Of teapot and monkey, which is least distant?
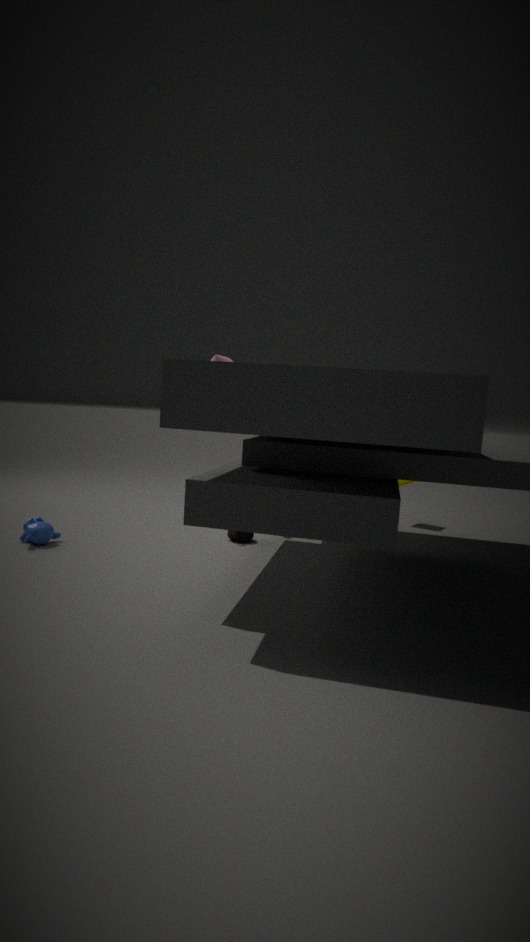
monkey
